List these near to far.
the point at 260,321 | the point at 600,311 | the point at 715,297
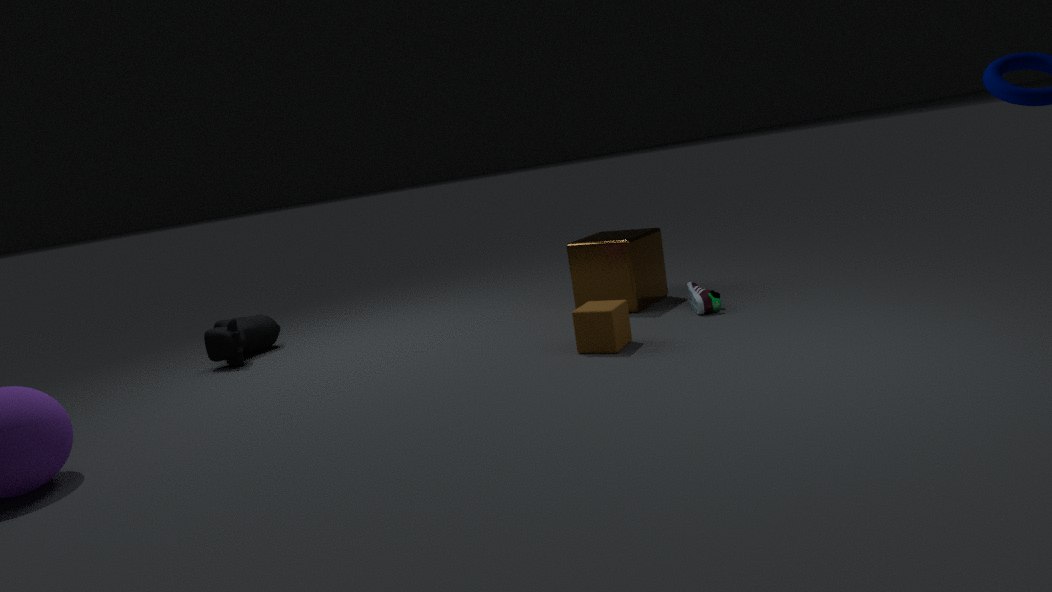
the point at 600,311, the point at 715,297, the point at 260,321
